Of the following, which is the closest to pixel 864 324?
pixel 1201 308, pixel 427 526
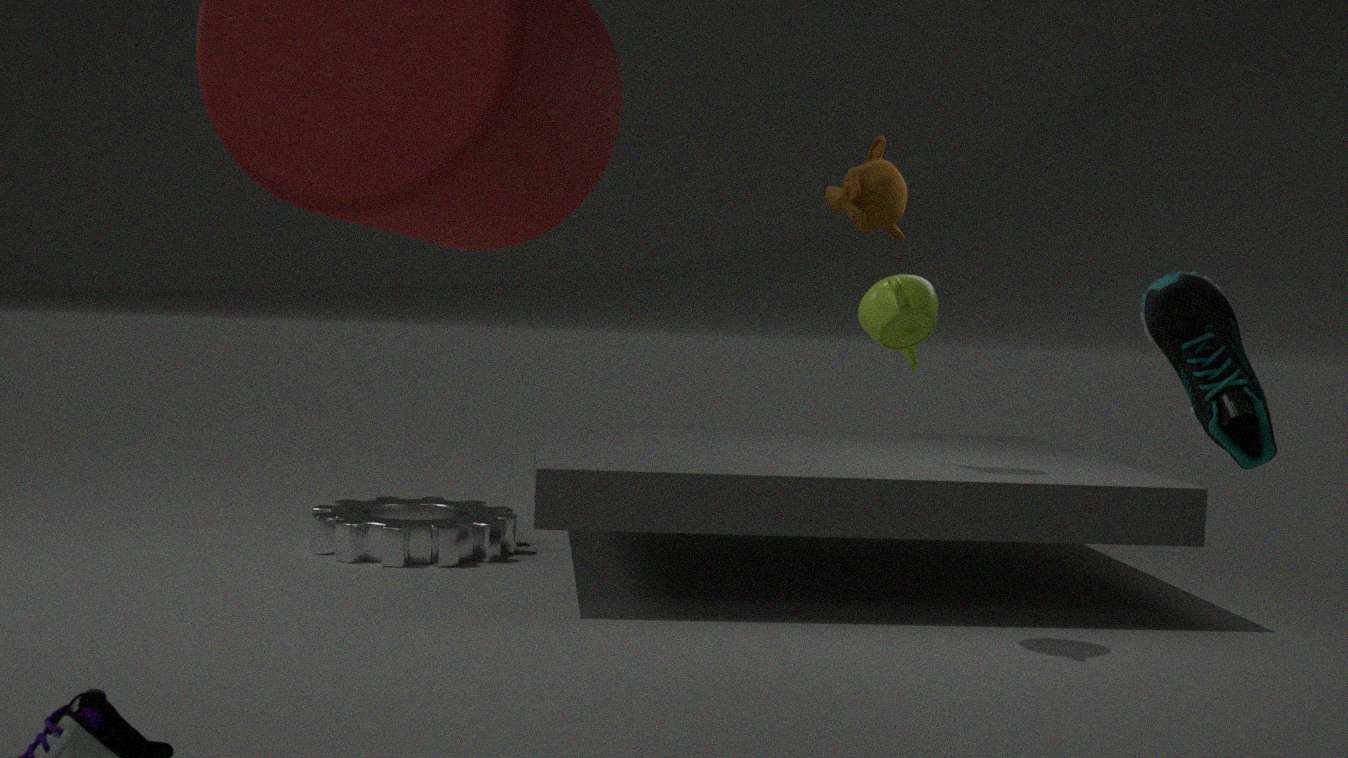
pixel 1201 308
